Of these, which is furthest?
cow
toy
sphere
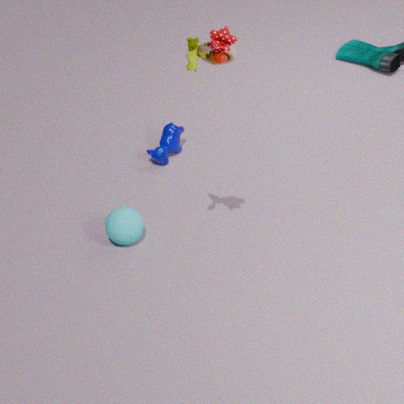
cow
